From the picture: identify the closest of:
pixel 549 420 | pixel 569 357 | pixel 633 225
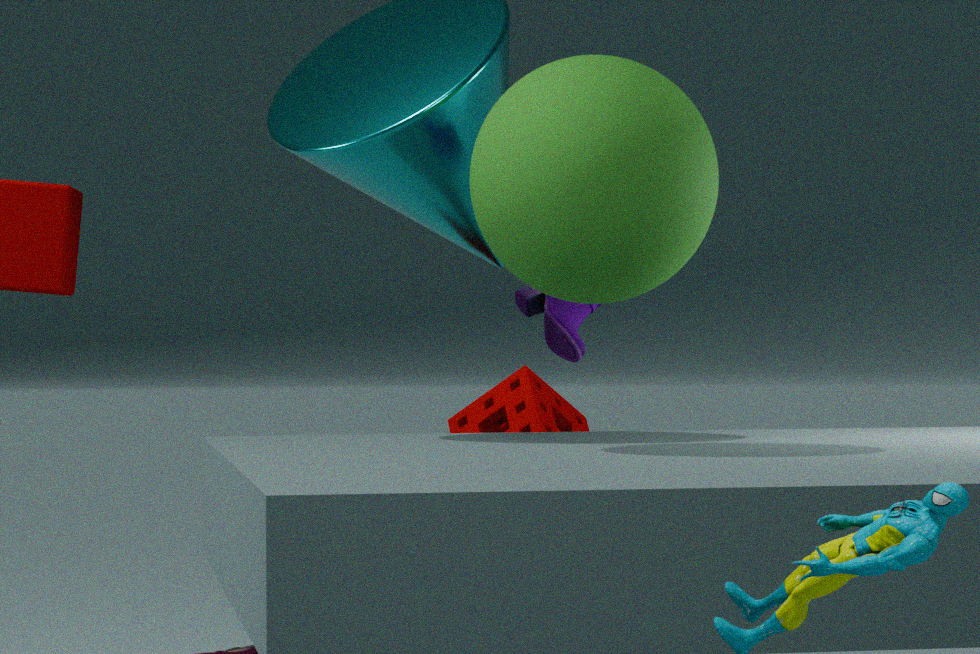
pixel 633 225
